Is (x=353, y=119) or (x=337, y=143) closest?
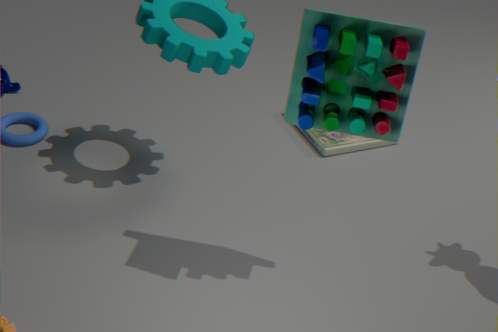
(x=353, y=119)
